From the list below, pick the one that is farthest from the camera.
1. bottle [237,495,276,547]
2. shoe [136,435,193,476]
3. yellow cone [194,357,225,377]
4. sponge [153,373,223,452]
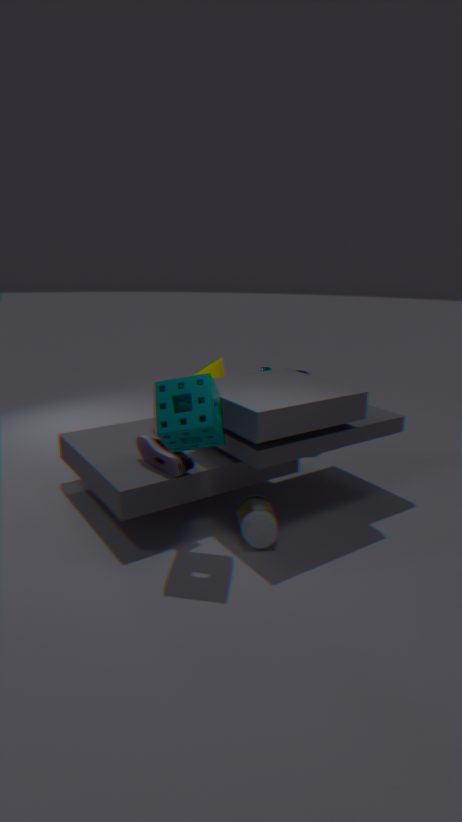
yellow cone [194,357,225,377]
